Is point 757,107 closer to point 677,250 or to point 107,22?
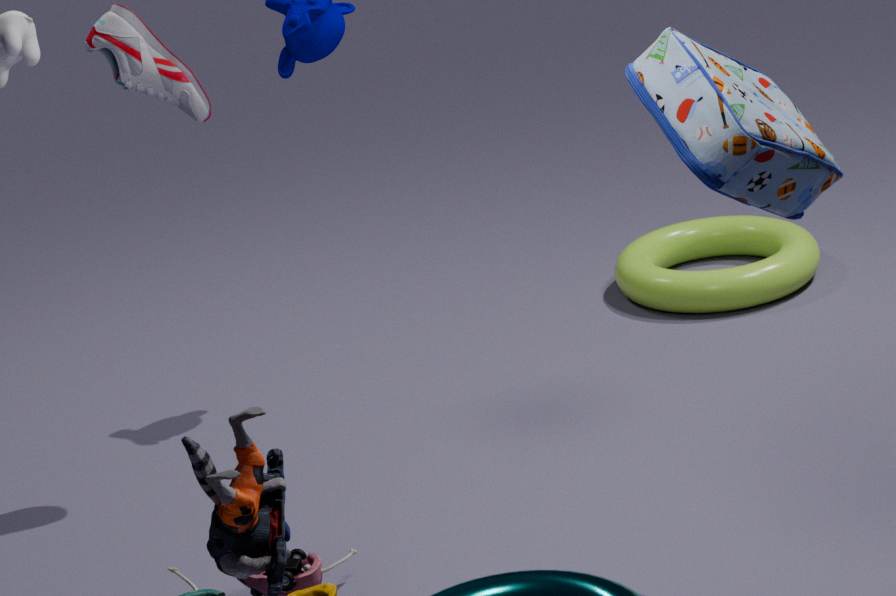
point 107,22
